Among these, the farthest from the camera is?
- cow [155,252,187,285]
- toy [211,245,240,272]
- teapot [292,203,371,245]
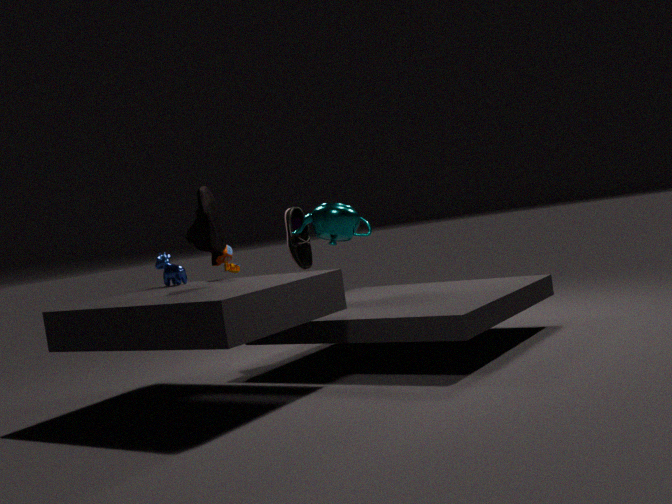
teapot [292,203,371,245]
